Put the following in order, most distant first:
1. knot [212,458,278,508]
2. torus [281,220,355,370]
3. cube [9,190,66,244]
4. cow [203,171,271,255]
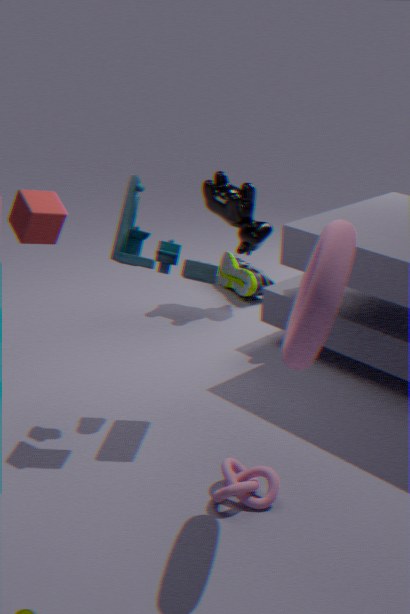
cow [203,171,271,255]
cube [9,190,66,244]
knot [212,458,278,508]
torus [281,220,355,370]
